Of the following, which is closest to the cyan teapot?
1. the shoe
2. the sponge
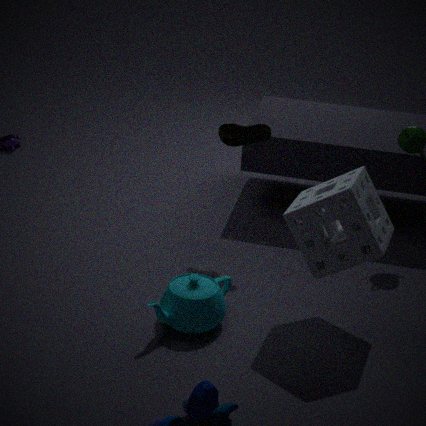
the sponge
